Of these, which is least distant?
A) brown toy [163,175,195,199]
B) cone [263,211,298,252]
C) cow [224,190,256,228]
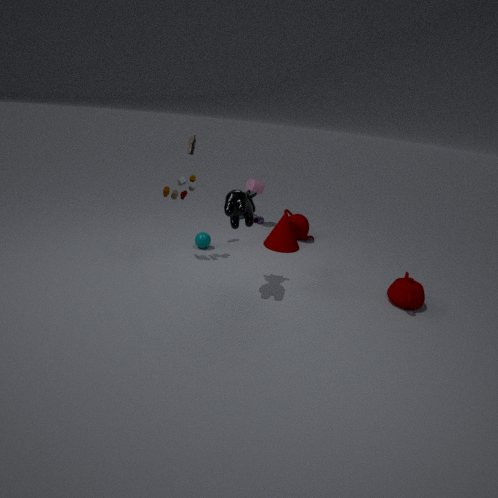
C. cow [224,190,256,228]
